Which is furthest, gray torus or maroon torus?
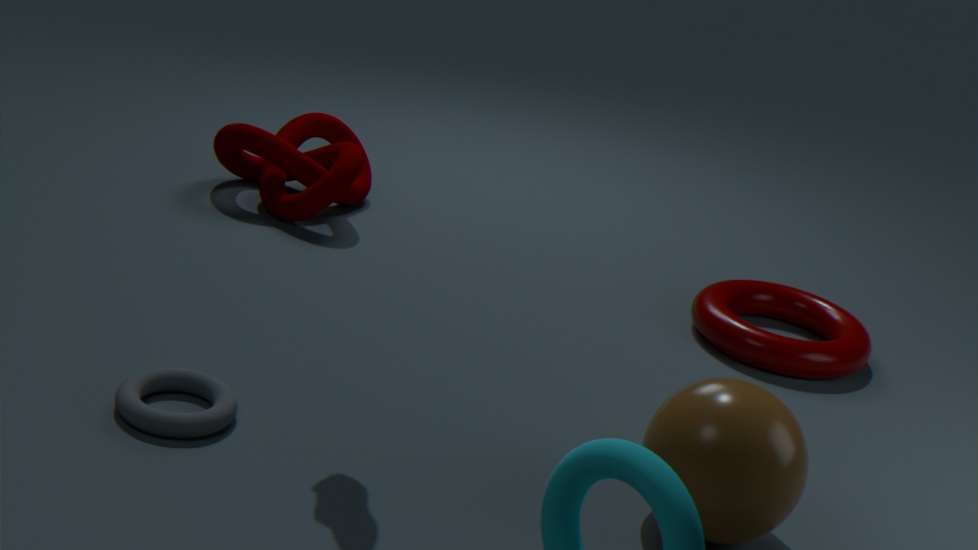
maroon torus
